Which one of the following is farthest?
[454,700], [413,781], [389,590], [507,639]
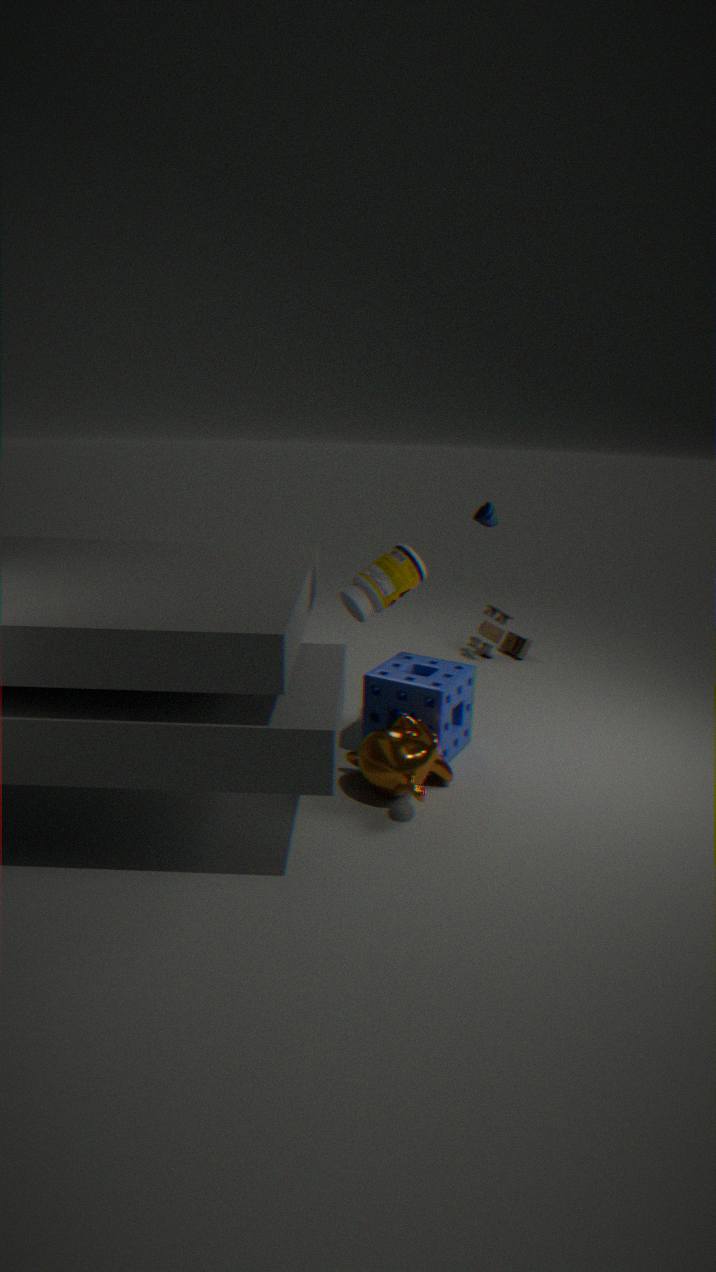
[507,639]
